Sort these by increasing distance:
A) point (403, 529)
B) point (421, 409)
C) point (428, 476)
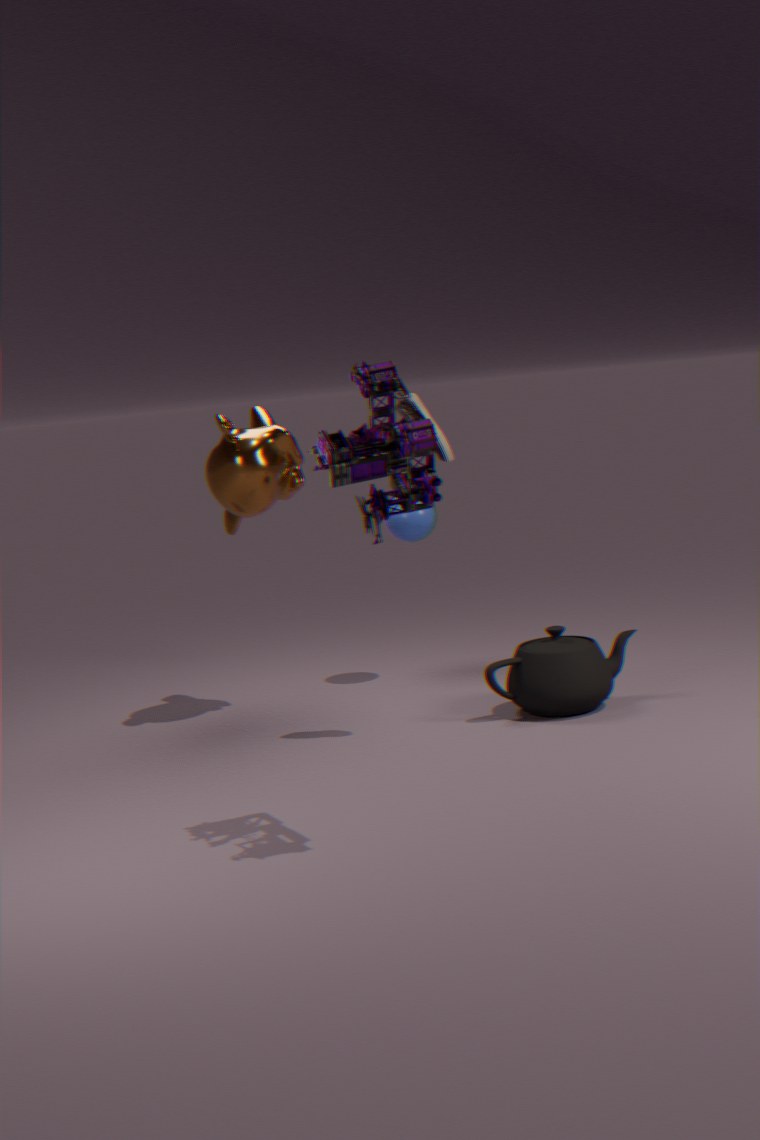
point (428, 476) < point (421, 409) < point (403, 529)
